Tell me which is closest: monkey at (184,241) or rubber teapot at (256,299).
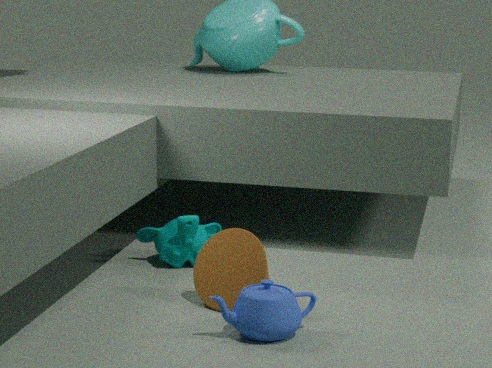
rubber teapot at (256,299)
